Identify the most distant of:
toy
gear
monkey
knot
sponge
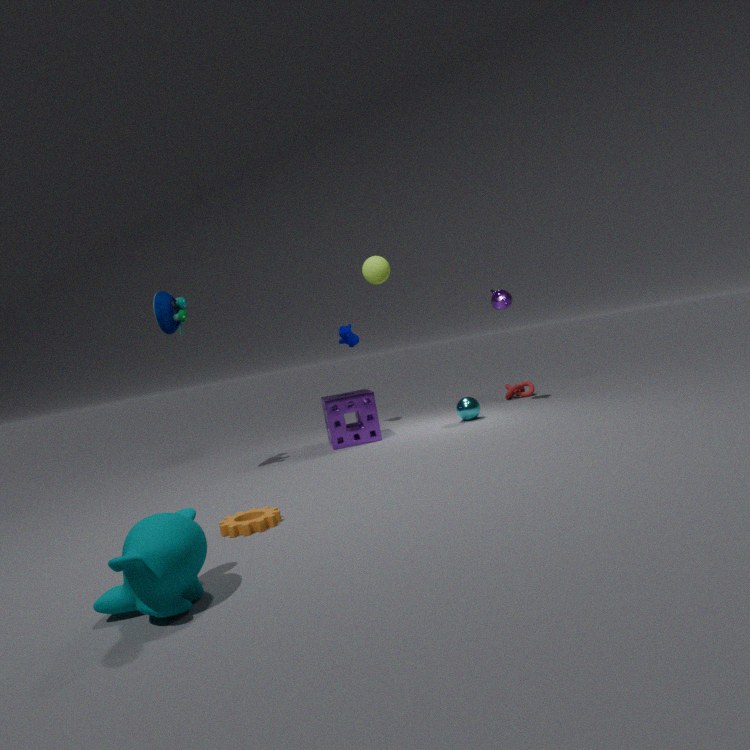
Answer: knot
